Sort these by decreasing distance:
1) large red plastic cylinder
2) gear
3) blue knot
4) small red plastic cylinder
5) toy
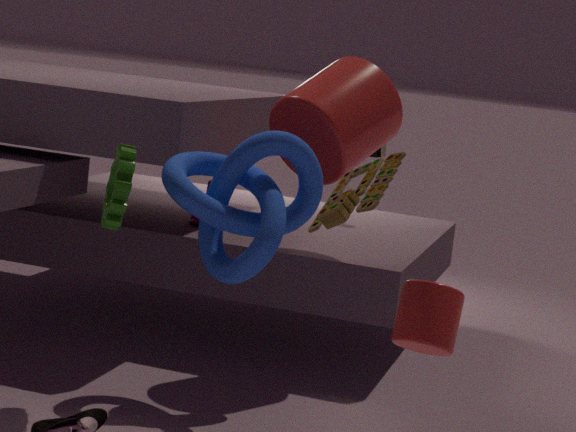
1. large red plastic cylinder → 3. blue knot → 2. gear → 5. toy → 4. small red plastic cylinder
